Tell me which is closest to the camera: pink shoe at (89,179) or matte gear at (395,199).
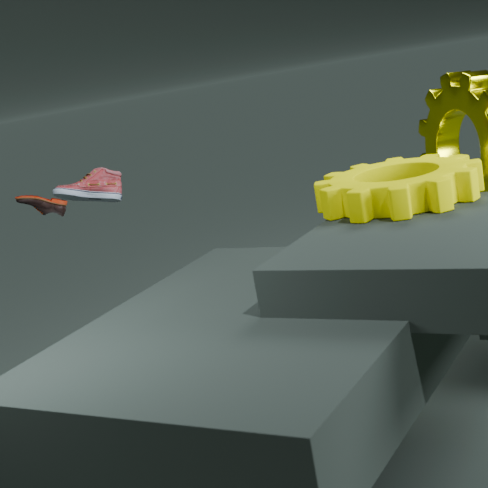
matte gear at (395,199)
